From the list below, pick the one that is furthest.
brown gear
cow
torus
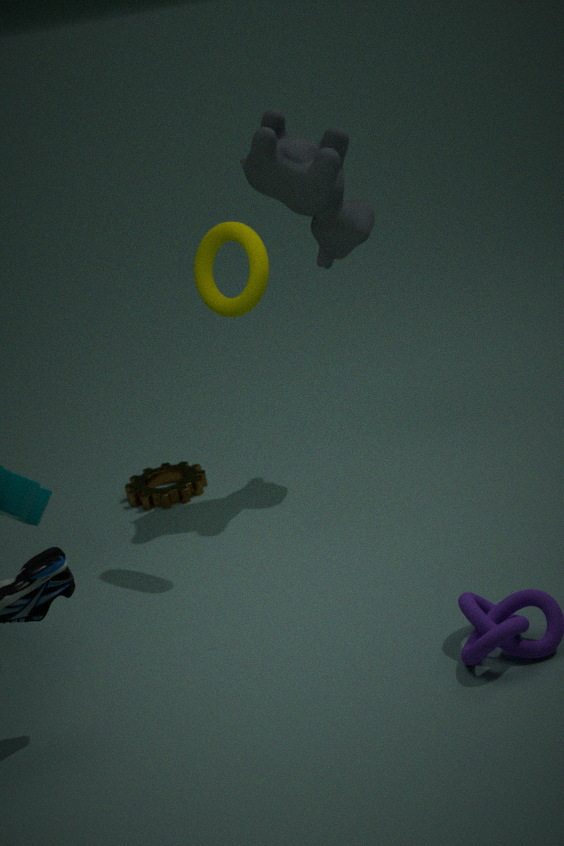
brown gear
